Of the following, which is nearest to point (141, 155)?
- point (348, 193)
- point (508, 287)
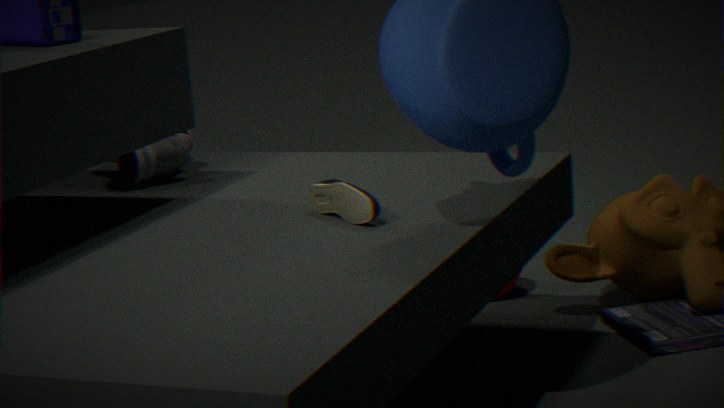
point (348, 193)
